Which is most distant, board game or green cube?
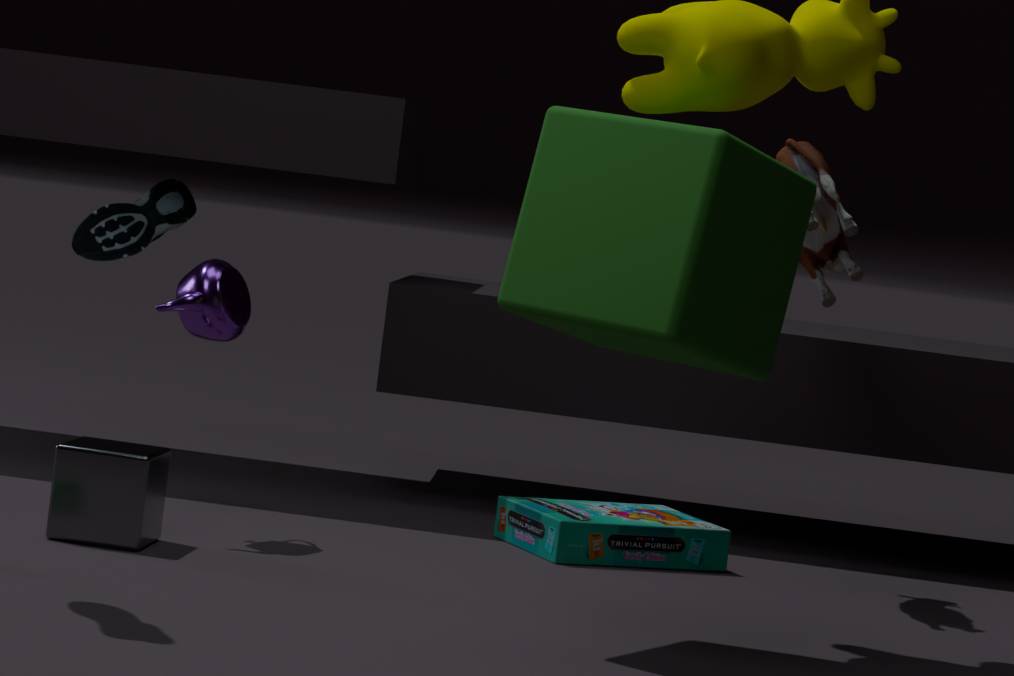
board game
